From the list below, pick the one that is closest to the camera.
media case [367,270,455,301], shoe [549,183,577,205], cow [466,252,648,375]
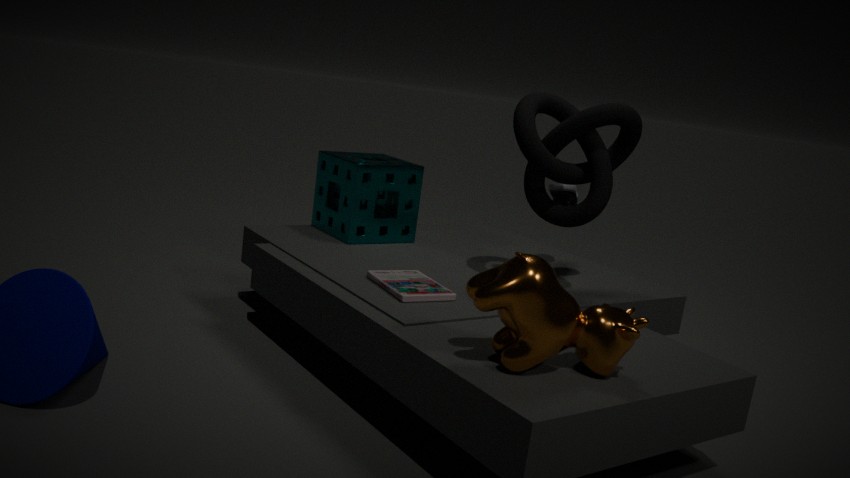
cow [466,252,648,375]
